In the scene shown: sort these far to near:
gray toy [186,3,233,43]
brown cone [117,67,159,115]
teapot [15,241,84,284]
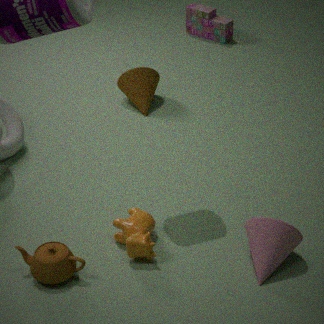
gray toy [186,3,233,43]
brown cone [117,67,159,115]
teapot [15,241,84,284]
